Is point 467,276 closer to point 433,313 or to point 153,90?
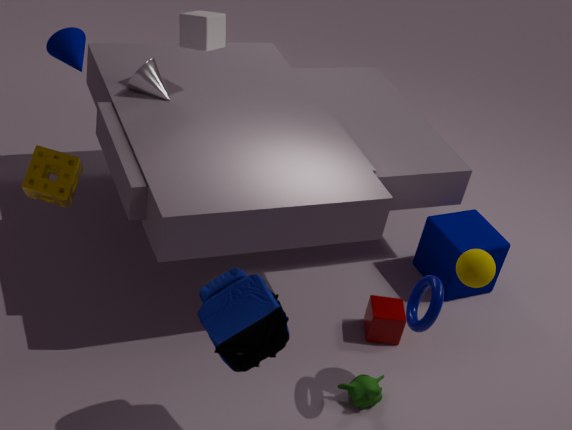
point 433,313
